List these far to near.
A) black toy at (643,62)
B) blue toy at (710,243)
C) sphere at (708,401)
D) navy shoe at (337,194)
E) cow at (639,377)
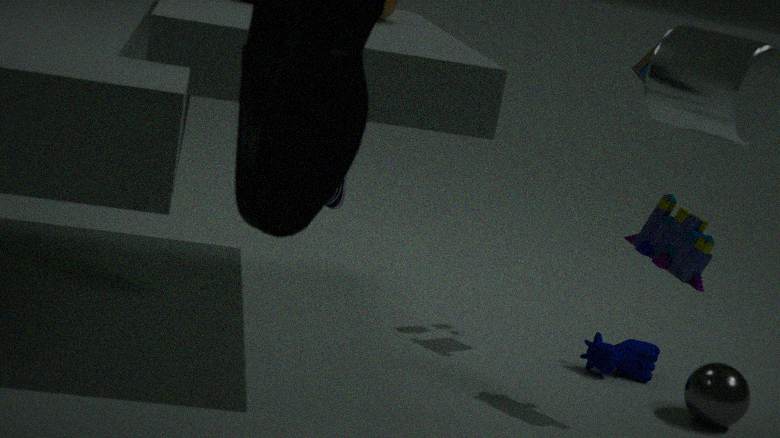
E. cow at (639,377) < A. black toy at (643,62) < D. navy shoe at (337,194) < C. sphere at (708,401) < B. blue toy at (710,243)
